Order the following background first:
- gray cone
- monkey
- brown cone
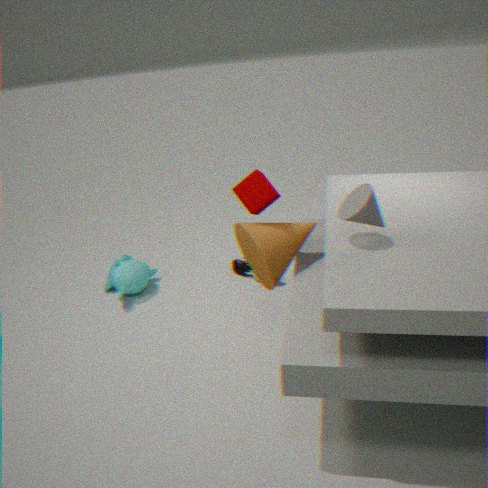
monkey
brown cone
gray cone
